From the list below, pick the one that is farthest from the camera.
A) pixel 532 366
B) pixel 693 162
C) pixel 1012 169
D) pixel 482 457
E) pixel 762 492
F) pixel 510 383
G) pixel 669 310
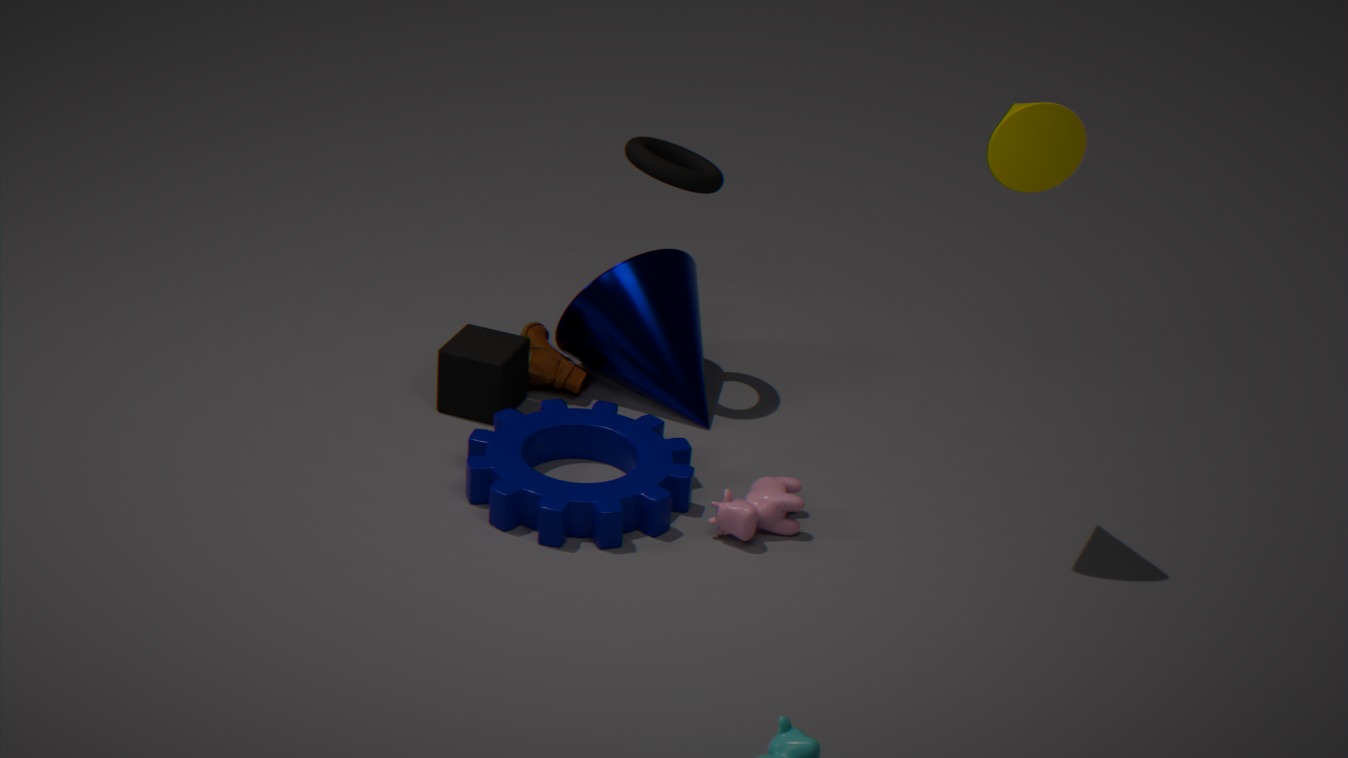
pixel 693 162
